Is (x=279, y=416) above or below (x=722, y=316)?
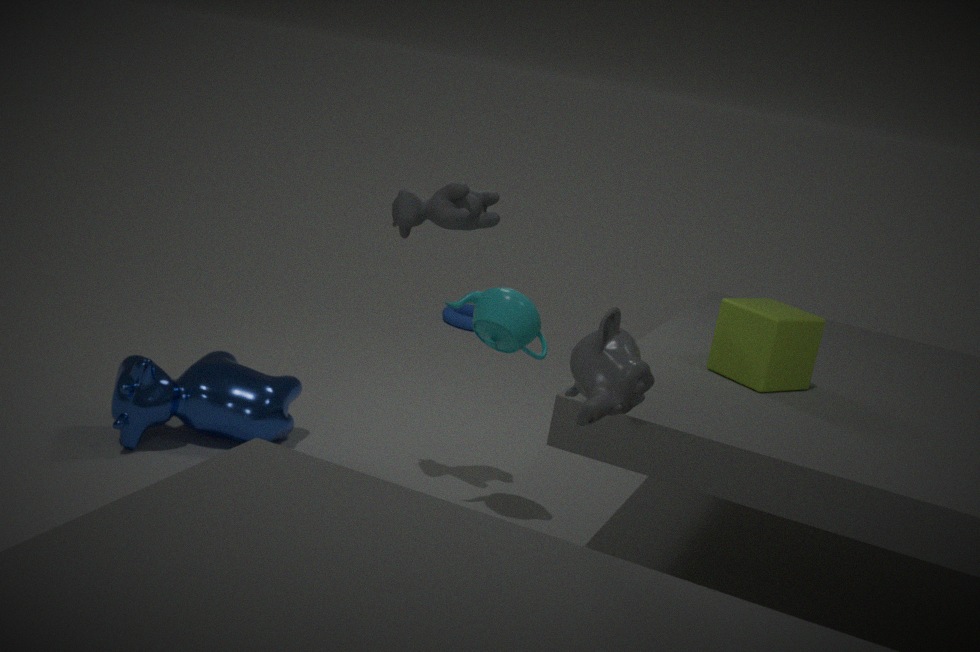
below
